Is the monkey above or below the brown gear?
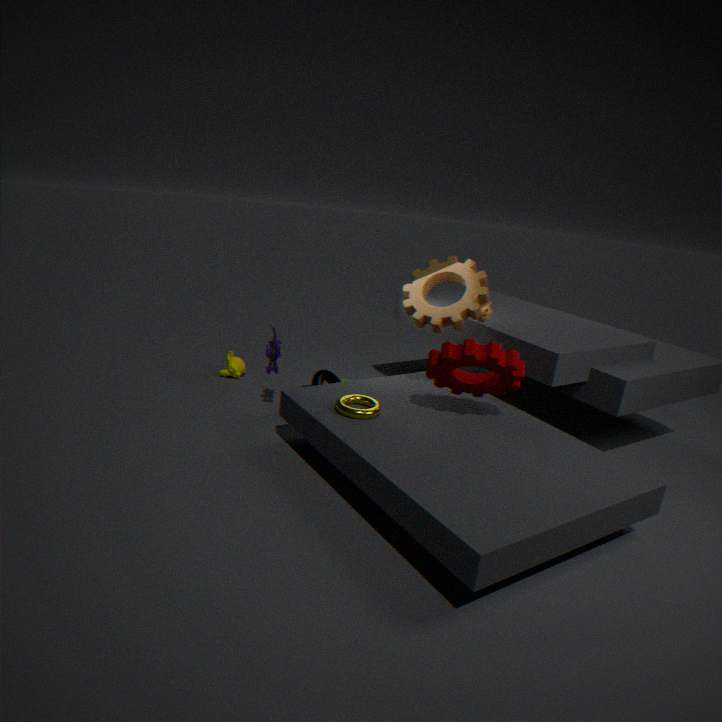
below
